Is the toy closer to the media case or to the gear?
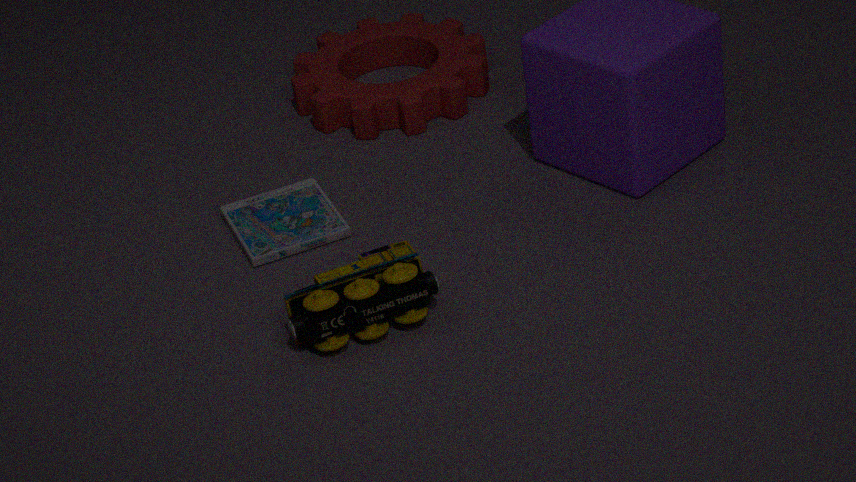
the media case
